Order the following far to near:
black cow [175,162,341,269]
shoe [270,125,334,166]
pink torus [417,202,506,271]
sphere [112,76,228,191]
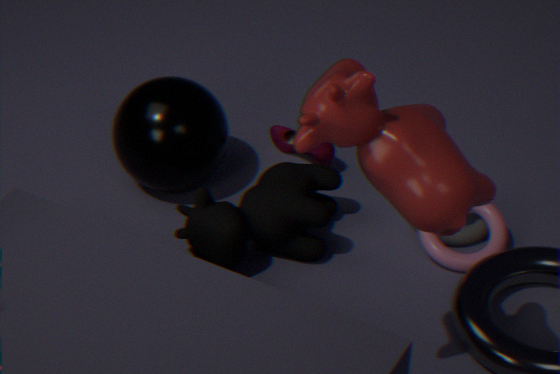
shoe [270,125,334,166]
sphere [112,76,228,191]
pink torus [417,202,506,271]
black cow [175,162,341,269]
